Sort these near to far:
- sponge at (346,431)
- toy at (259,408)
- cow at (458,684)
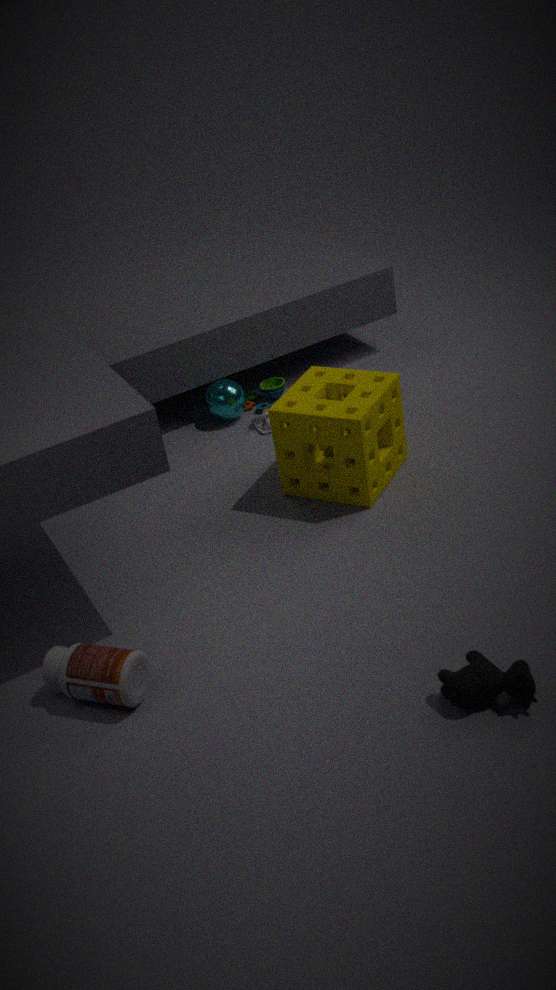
cow at (458,684) → sponge at (346,431) → toy at (259,408)
